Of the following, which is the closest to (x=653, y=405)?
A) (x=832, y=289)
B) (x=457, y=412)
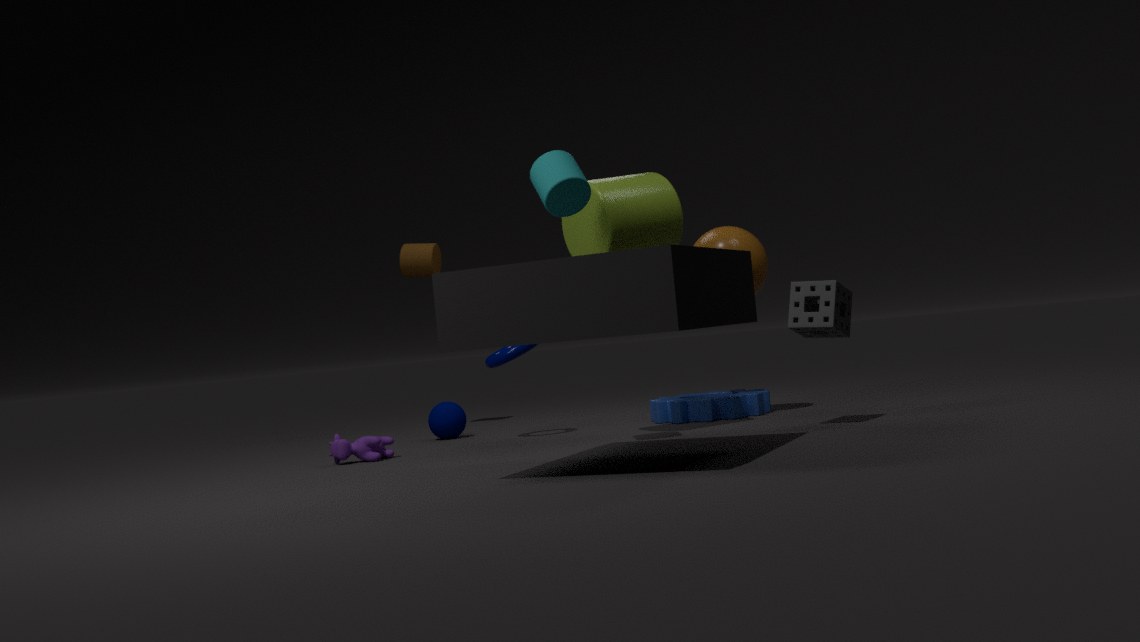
(x=832, y=289)
